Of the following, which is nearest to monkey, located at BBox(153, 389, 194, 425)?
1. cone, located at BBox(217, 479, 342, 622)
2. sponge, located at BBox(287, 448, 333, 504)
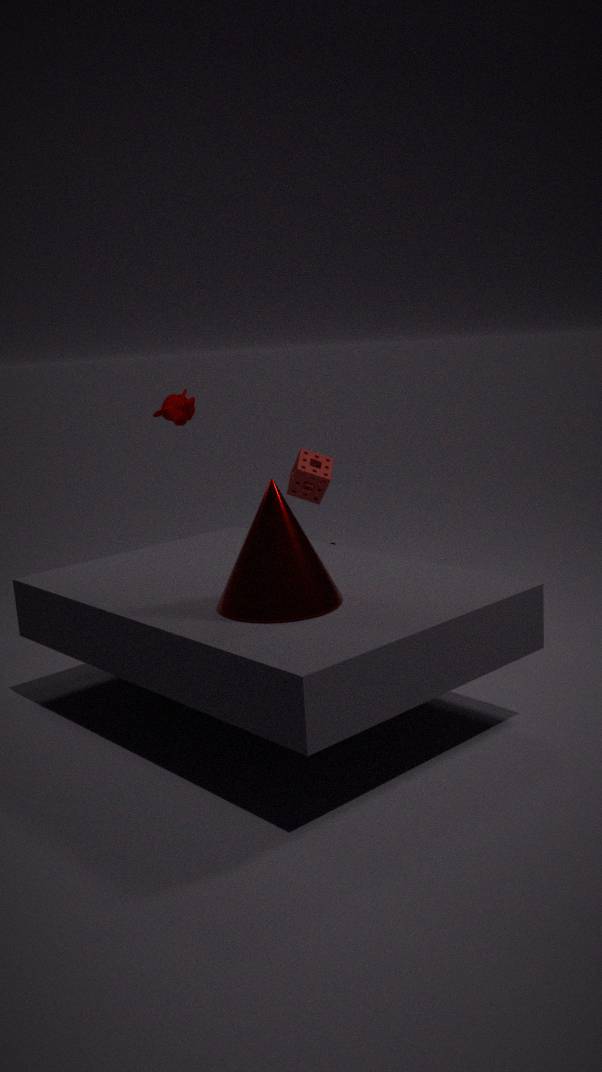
sponge, located at BBox(287, 448, 333, 504)
